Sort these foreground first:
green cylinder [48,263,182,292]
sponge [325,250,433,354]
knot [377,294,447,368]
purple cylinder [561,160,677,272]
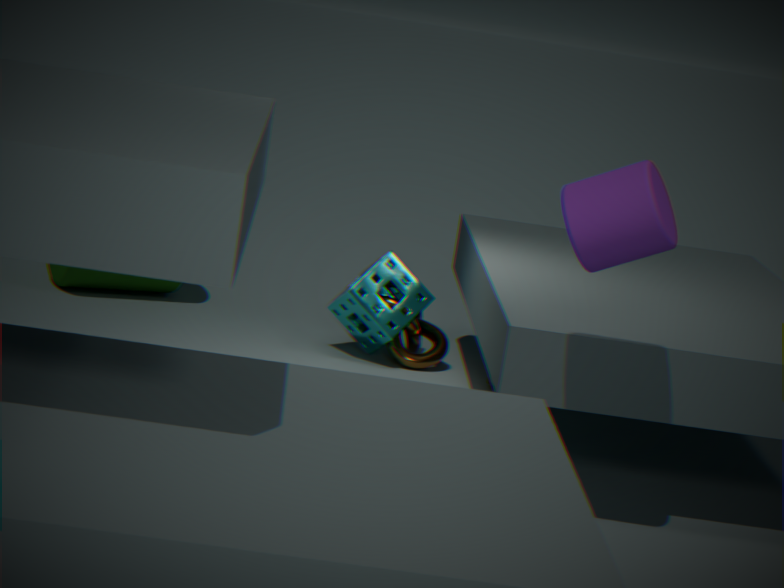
purple cylinder [561,160,677,272] < sponge [325,250,433,354] < knot [377,294,447,368] < green cylinder [48,263,182,292]
